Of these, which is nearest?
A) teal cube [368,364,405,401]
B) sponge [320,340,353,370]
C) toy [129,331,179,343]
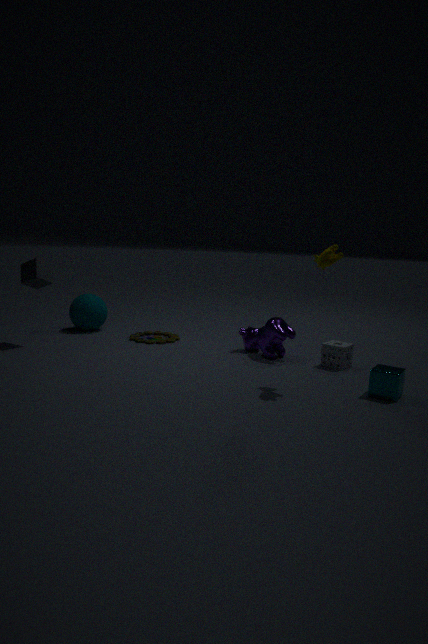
teal cube [368,364,405,401]
